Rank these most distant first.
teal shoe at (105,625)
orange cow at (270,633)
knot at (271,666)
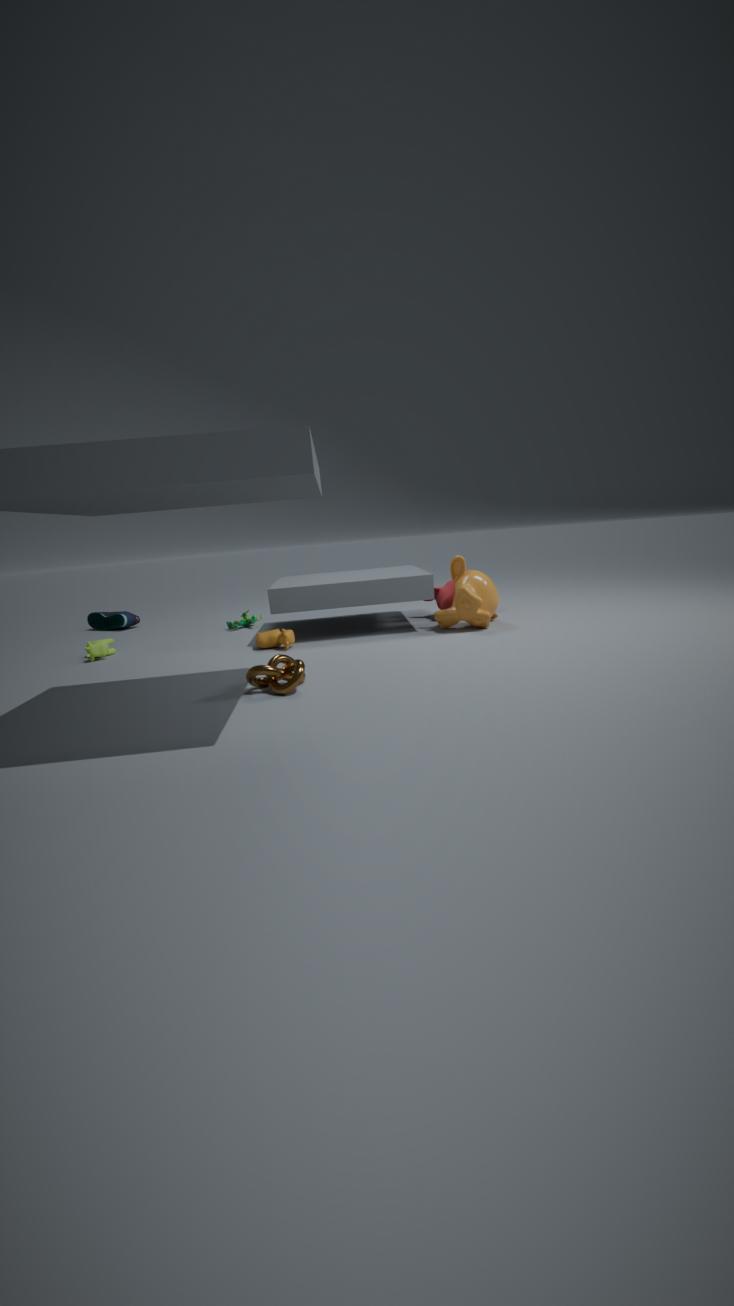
teal shoe at (105,625) < orange cow at (270,633) < knot at (271,666)
